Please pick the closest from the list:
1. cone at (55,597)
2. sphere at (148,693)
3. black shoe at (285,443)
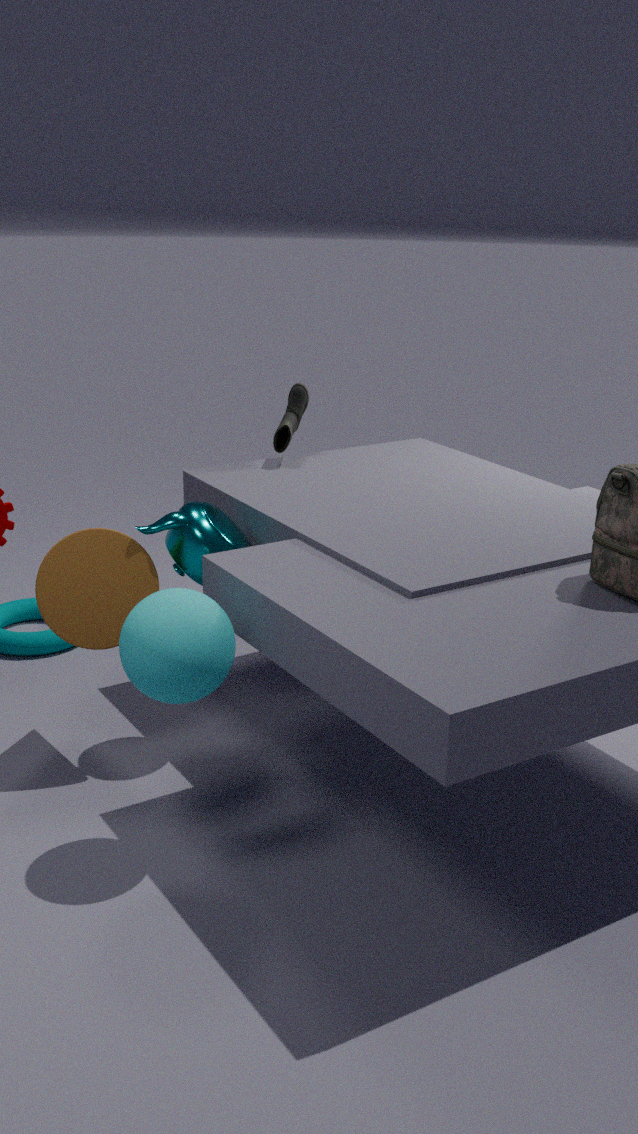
sphere at (148,693)
